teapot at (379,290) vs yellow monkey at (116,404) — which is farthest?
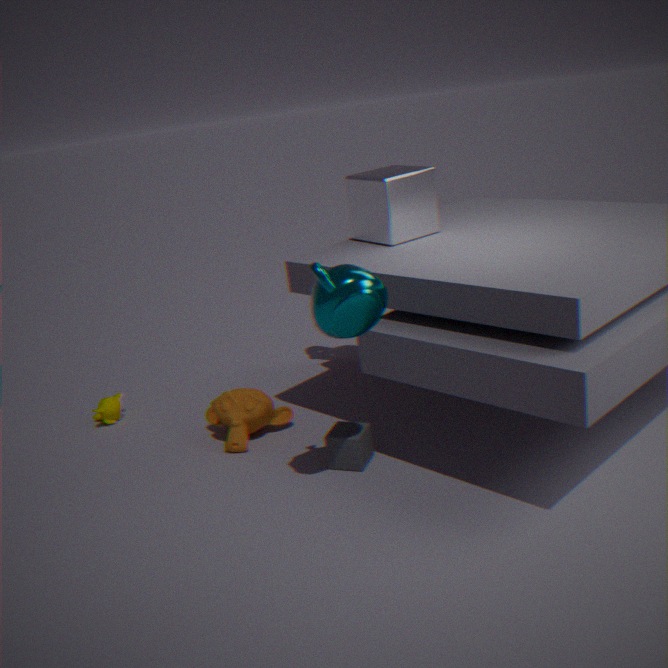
yellow monkey at (116,404)
